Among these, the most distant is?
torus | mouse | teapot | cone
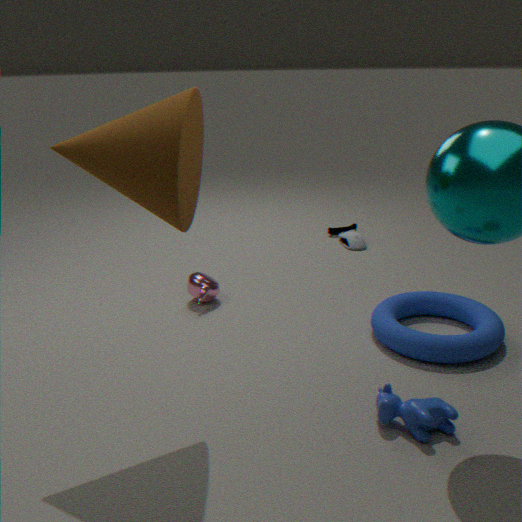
mouse
